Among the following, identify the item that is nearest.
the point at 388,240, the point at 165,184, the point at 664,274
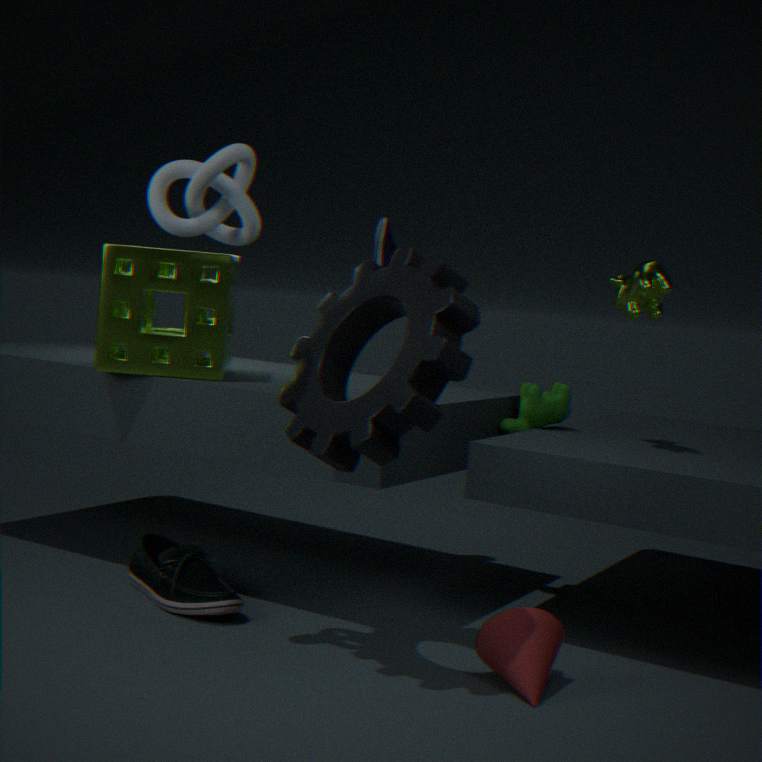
the point at 165,184
